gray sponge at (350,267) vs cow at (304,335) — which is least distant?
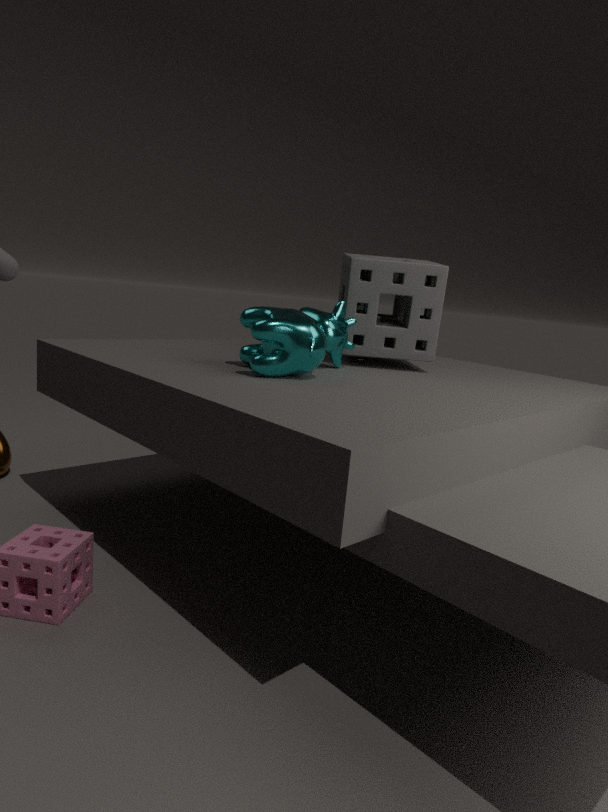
cow at (304,335)
